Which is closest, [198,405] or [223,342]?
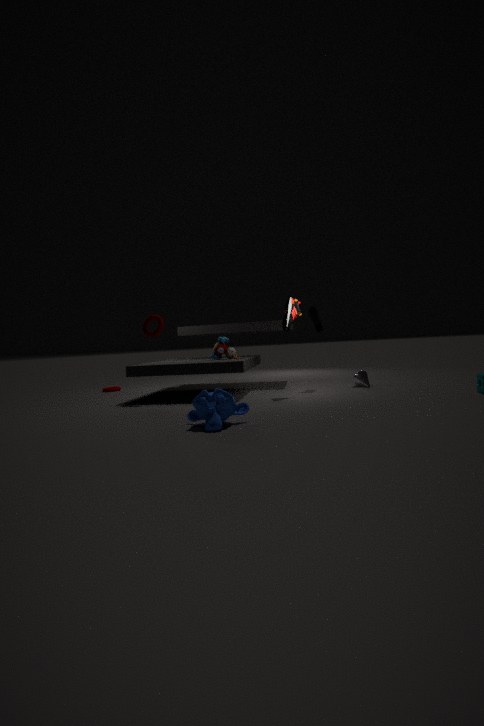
[198,405]
